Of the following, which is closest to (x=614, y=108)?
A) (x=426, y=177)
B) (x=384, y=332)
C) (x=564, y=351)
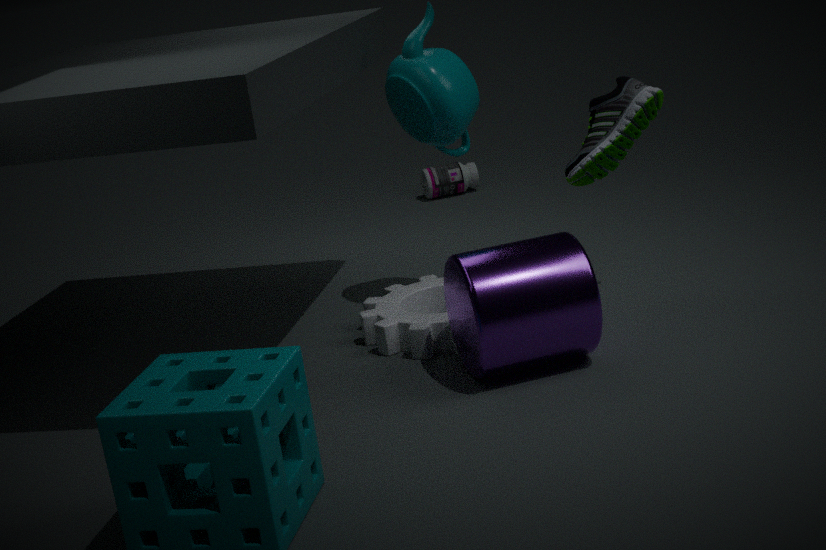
(x=564, y=351)
